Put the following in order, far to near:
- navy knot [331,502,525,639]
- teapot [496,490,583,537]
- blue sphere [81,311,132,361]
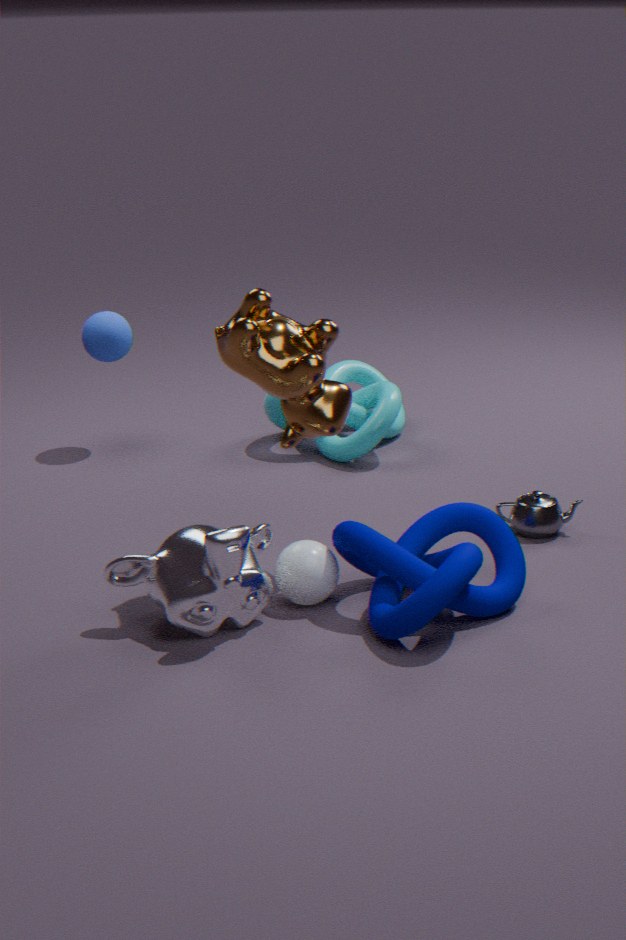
blue sphere [81,311,132,361] < teapot [496,490,583,537] < navy knot [331,502,525,639]
